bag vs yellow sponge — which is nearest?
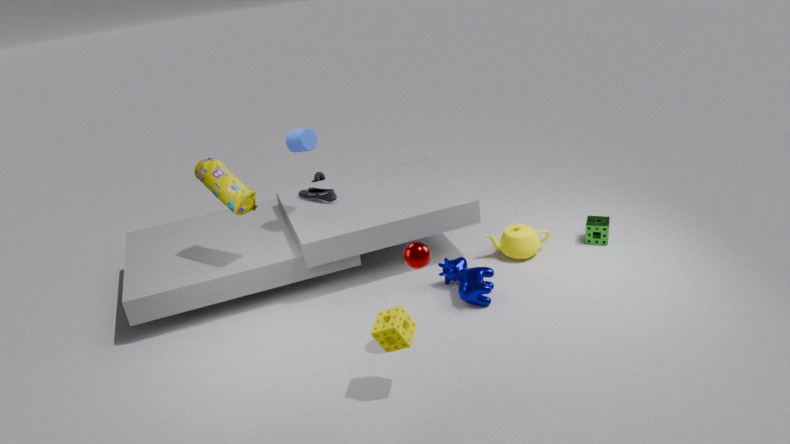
yellow sponge
